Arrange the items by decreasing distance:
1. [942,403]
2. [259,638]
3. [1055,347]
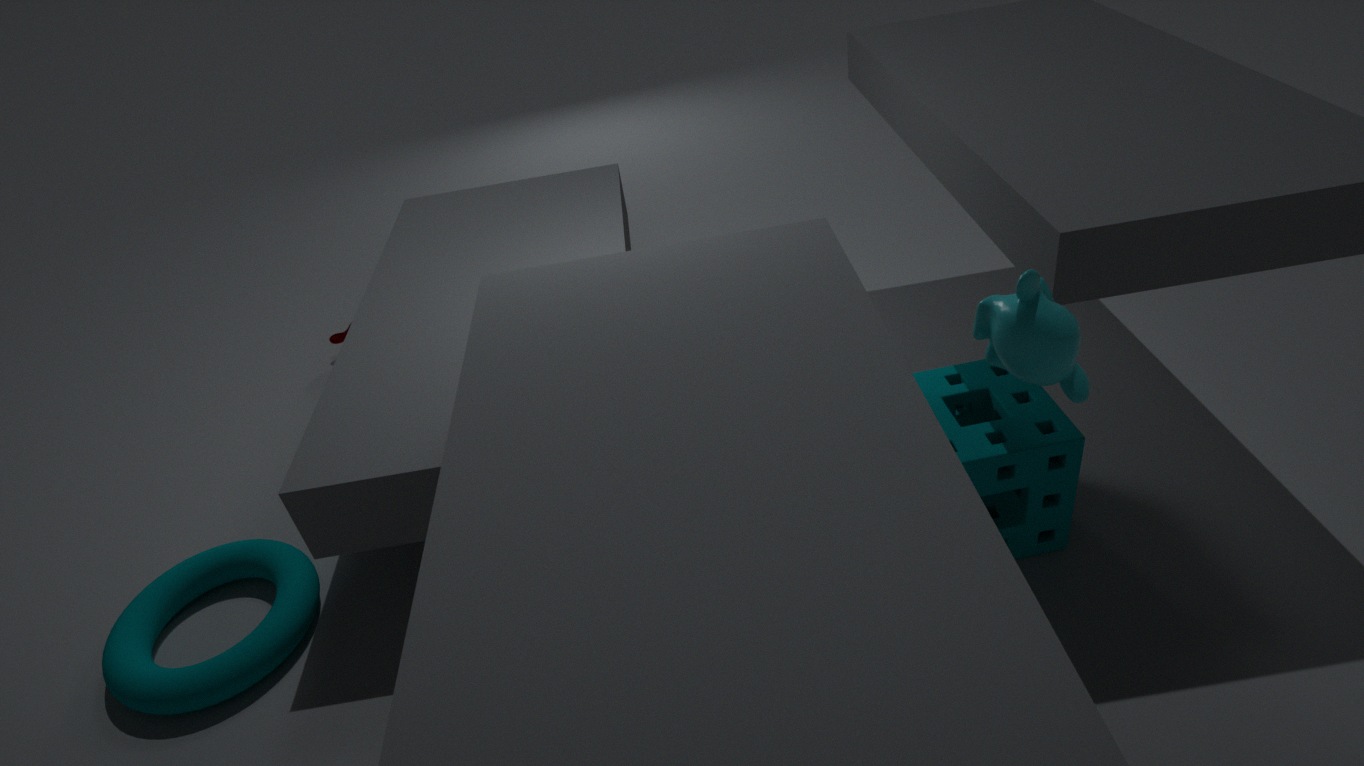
[259,638], [942,403], [1055,347]
